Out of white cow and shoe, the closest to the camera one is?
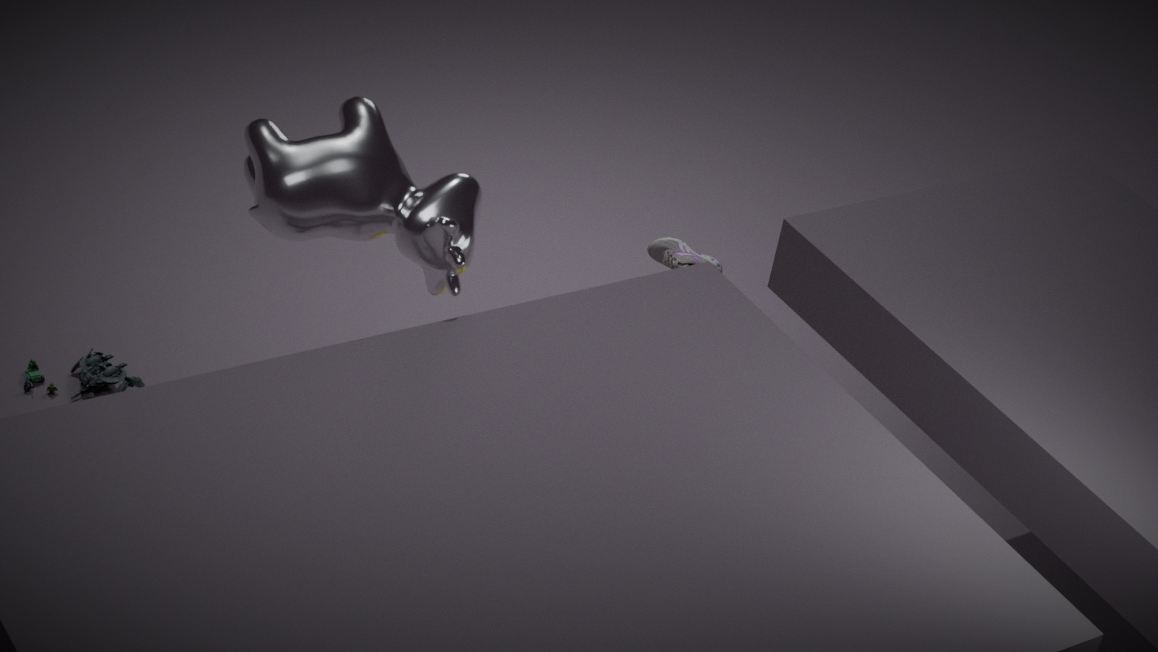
white cow
